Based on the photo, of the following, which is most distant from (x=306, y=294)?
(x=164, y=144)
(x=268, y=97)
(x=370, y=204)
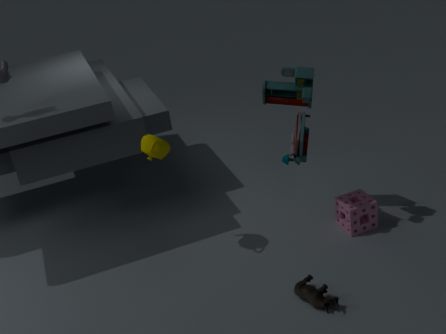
(x=164, y=144)
